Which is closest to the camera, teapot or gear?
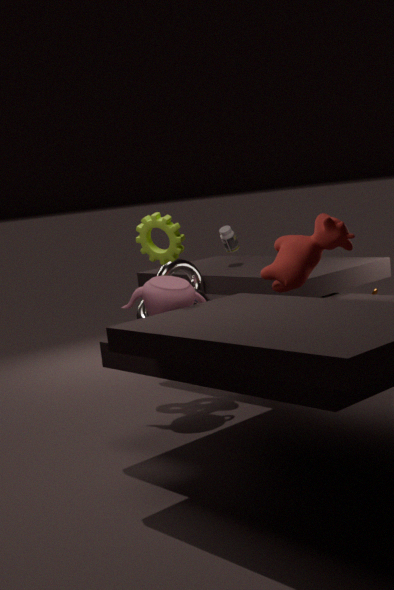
gear
